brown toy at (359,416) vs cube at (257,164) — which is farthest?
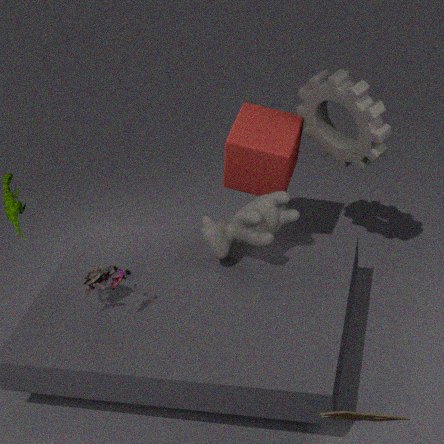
cube at (257,164)
